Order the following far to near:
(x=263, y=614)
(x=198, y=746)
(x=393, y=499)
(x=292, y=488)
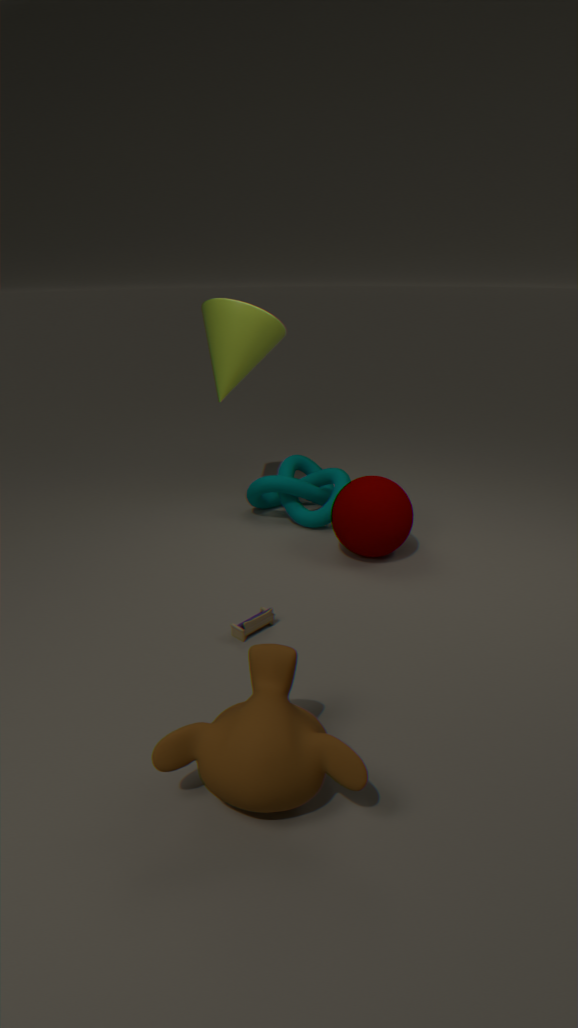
(x=292, y=488) < (x=393, y=499) < (x=263, y=614) < (x=198, y=746)
